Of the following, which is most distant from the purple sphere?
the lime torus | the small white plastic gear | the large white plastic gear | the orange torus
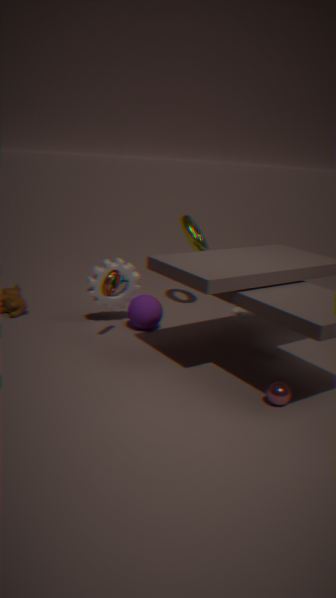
the small white plastic gear
